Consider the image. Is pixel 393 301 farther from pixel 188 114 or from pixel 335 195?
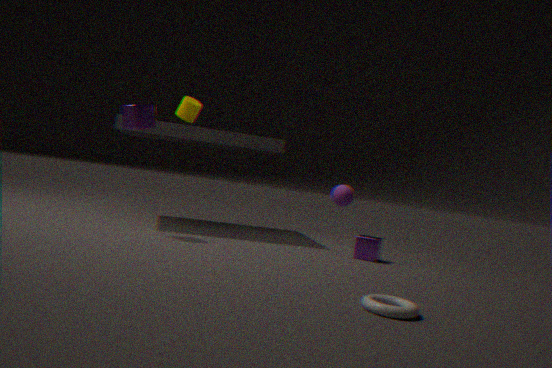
pixel 188 114
